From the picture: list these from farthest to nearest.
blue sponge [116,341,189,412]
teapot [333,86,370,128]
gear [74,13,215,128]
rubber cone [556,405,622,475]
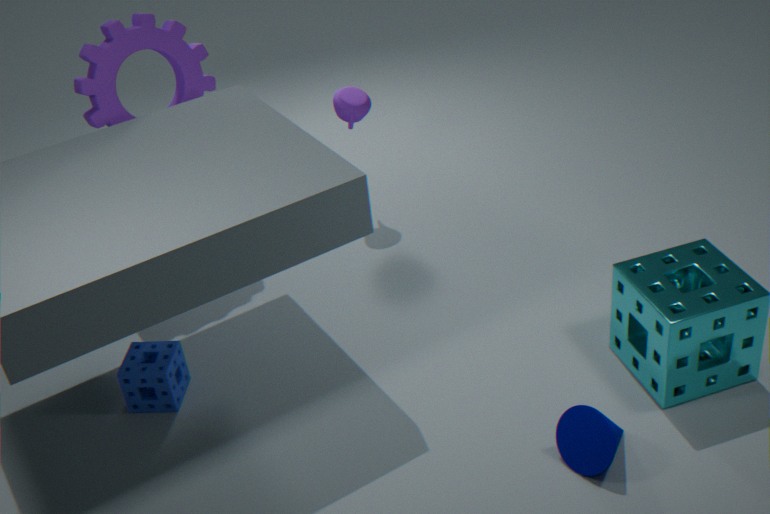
teapot [333,86,370,128] < gear [74,13,215,128] < blue sponge [116,341,189,412] < rubber cone [556,405,622,475]
